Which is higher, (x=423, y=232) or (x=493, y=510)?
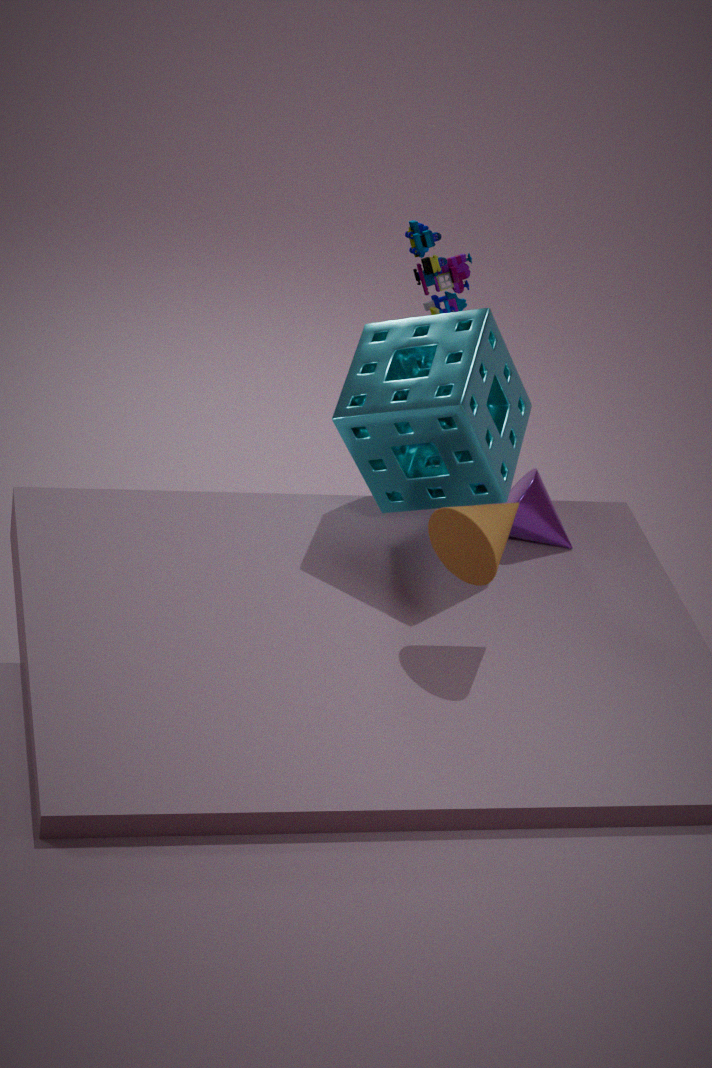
(x=423, y=232)
